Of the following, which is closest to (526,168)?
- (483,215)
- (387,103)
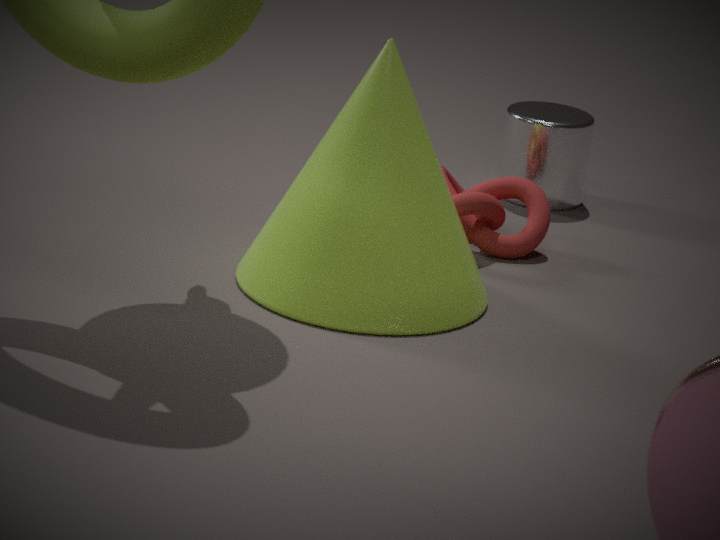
(483,215)
